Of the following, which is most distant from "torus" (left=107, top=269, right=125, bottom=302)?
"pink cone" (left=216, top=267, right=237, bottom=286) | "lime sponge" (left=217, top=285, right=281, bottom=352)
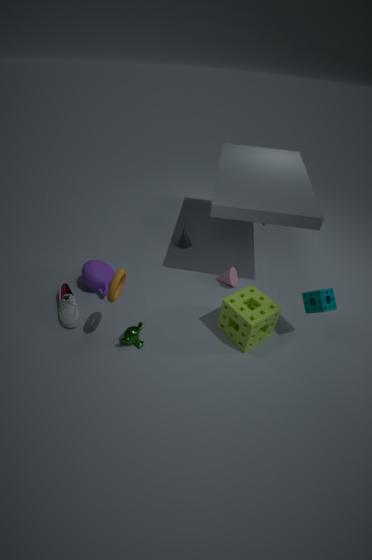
"pink cone" (left=216, top=267, right=237, bottom=286)
